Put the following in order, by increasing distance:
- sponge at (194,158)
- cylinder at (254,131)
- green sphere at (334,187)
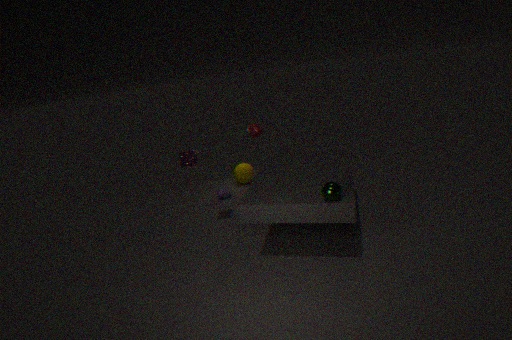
green sphere at (334,187), sponge at (194,158), cylinder at (254,131)
